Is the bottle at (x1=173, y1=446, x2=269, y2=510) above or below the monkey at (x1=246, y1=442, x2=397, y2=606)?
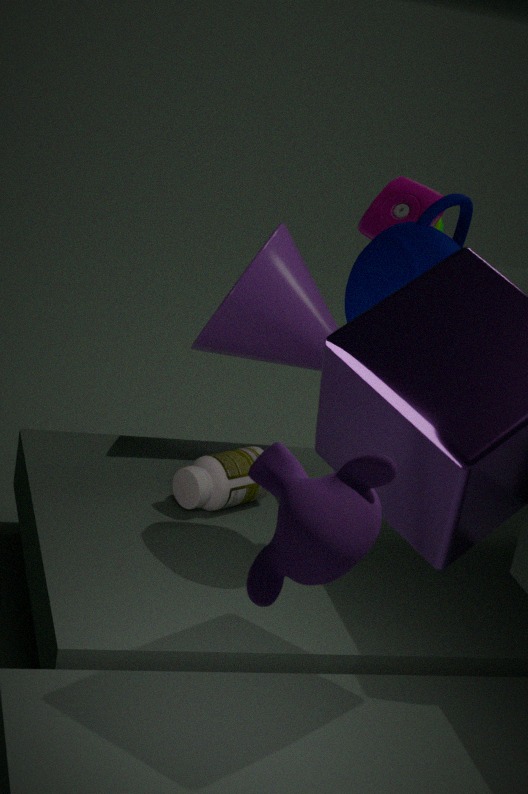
below
